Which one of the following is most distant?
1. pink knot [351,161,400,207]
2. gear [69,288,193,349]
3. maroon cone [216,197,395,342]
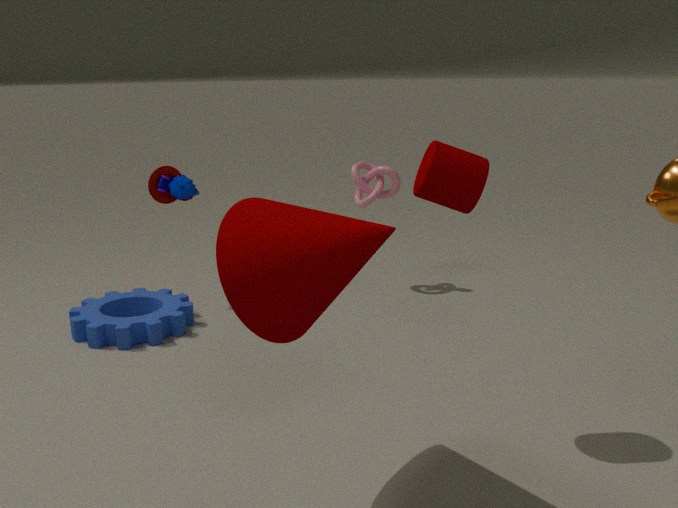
pink knot [351,161,400,207]
